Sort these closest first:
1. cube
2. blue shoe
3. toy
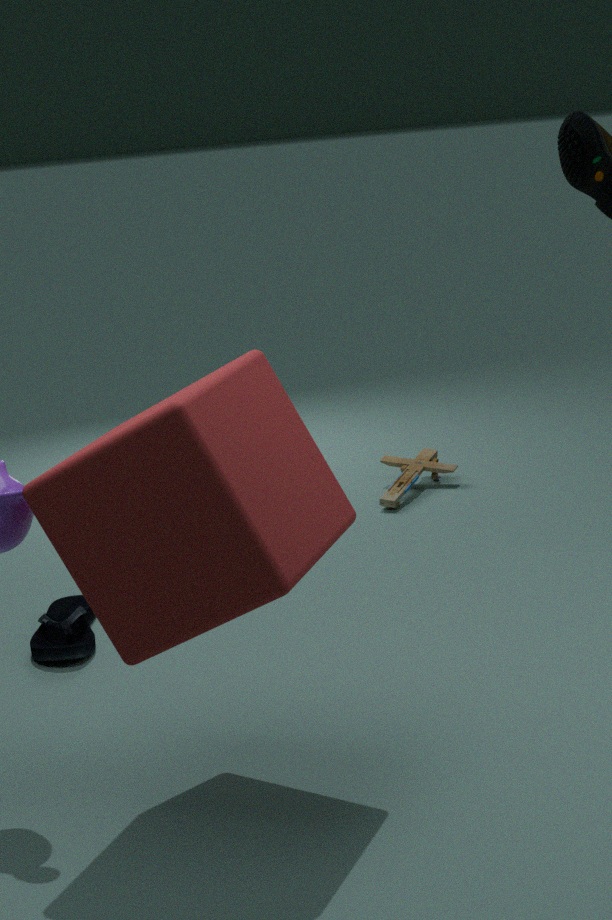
cube
blue shoe
toy
